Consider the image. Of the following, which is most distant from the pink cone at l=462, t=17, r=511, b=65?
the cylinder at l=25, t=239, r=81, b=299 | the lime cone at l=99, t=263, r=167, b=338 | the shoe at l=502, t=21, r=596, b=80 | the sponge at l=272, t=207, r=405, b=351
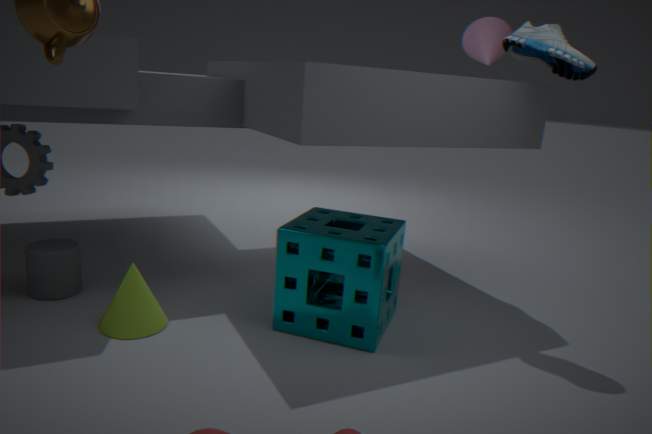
the cylinder at l=25, t=239, r=81, b=299
